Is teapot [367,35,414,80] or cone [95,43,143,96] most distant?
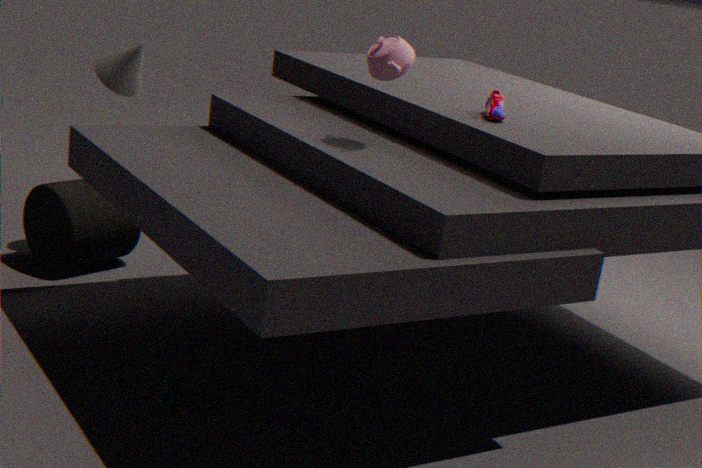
cone [95,43,143,96]
